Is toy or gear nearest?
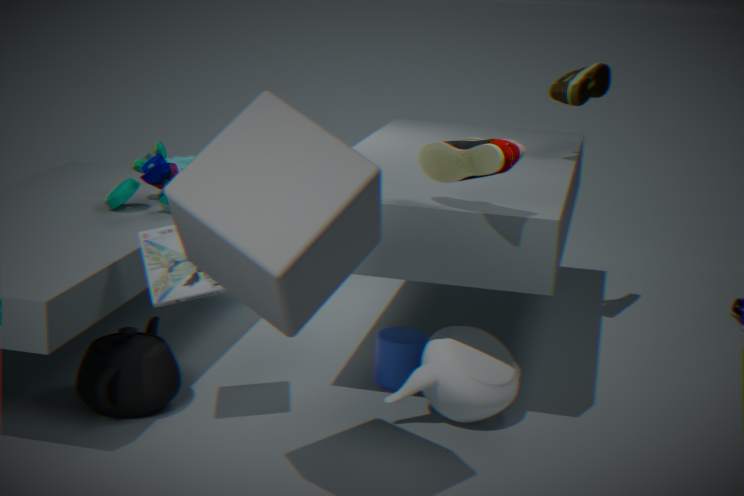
toy
